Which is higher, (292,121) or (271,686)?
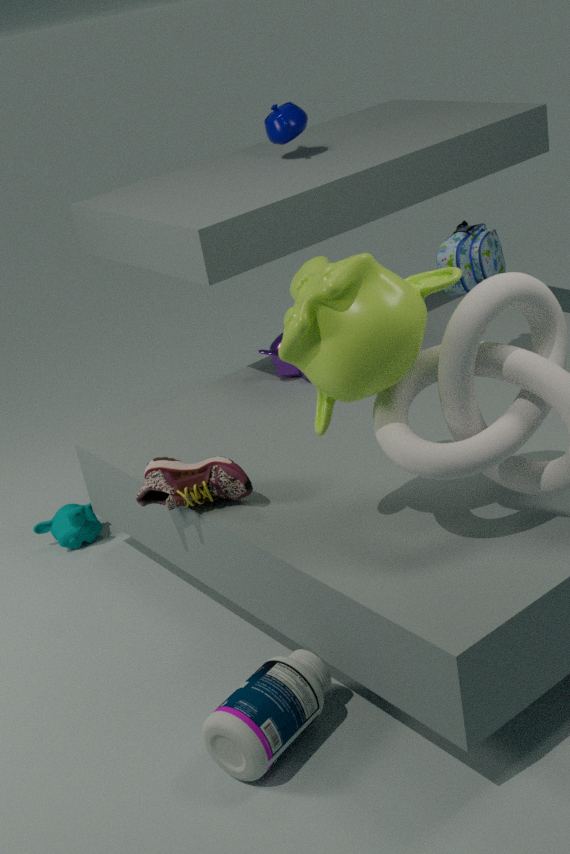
(292,121)
